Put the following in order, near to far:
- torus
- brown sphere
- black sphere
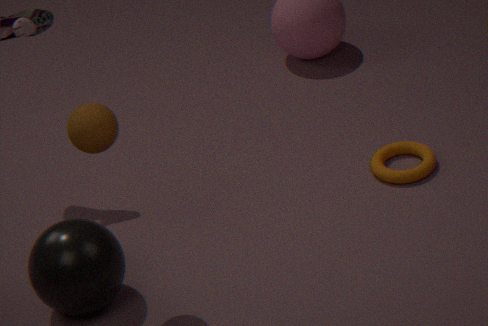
brown sphere → black sphere → torus
